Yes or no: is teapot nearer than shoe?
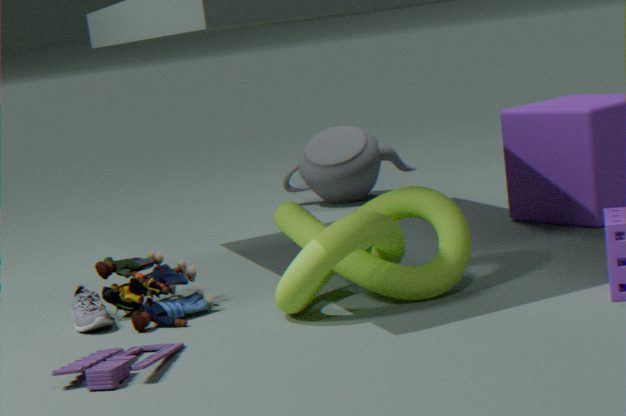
No
